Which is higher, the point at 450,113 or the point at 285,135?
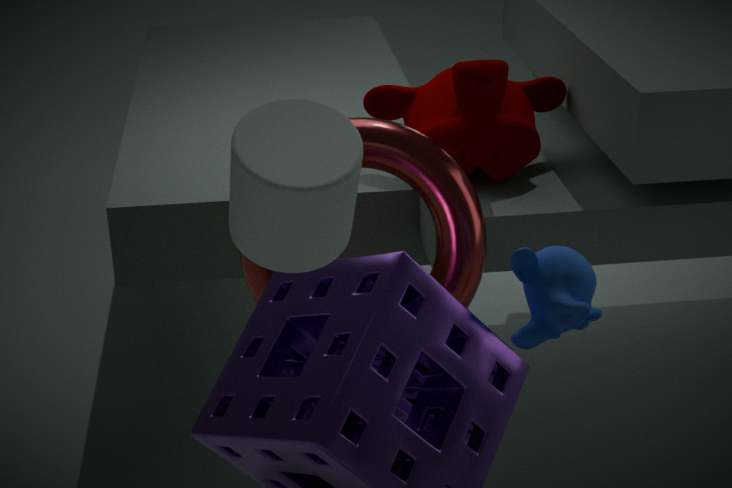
the point at 285,135
